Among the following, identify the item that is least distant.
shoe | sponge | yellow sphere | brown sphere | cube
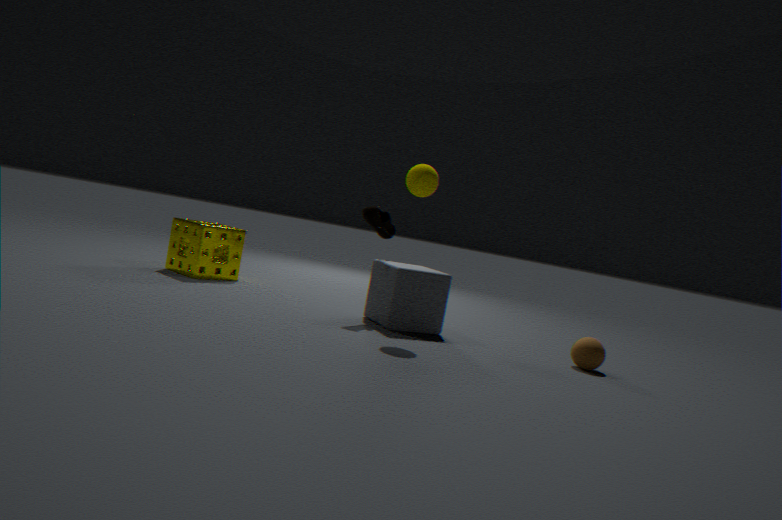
yellow sphere
